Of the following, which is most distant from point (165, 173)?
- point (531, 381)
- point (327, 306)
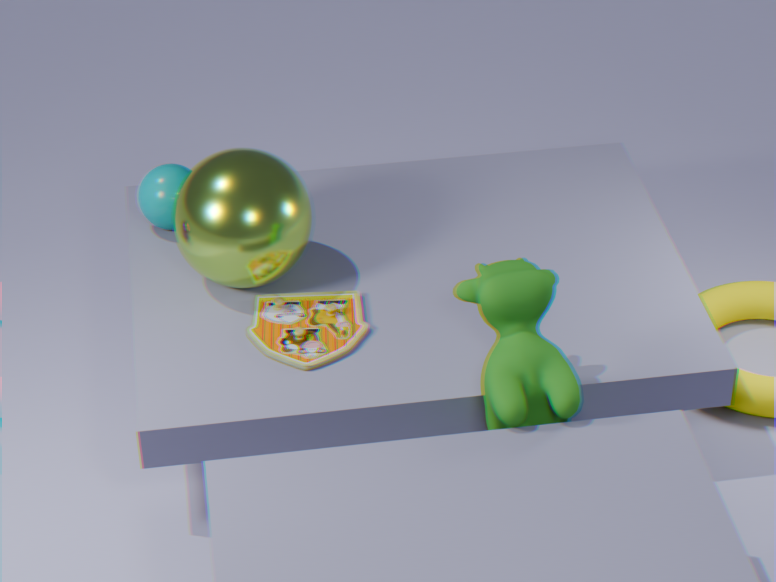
point (531, 381)
